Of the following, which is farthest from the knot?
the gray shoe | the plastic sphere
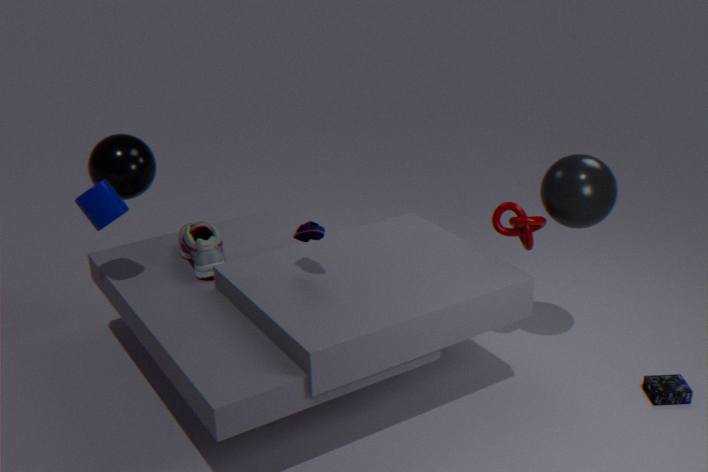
the gray shoe
